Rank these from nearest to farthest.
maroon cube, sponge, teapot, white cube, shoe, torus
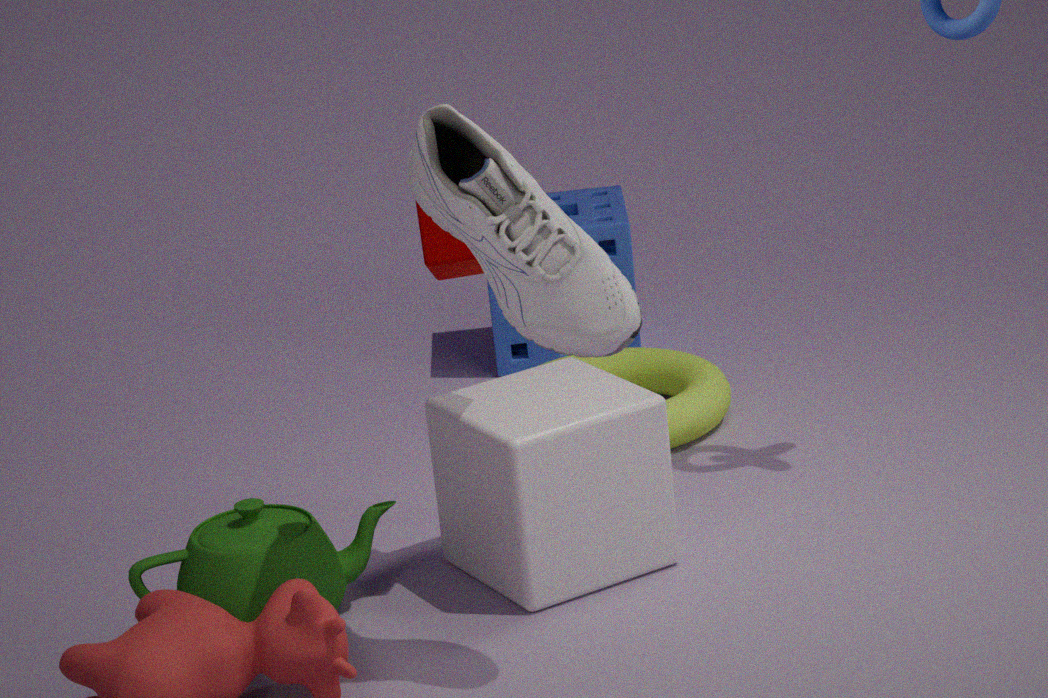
→ shoe
maroon cube
teapot
white cube
torus
sponge
